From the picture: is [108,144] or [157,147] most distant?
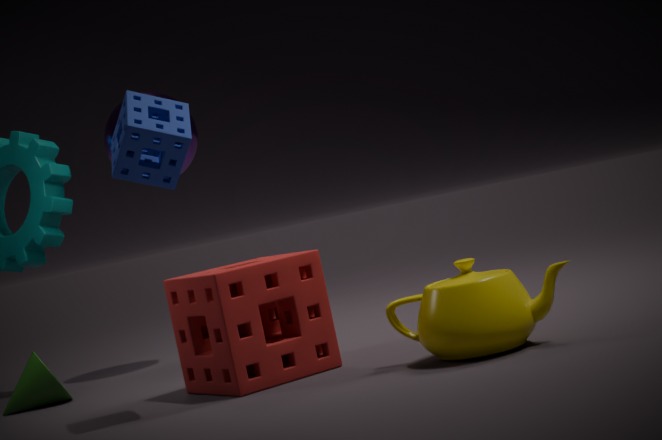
[108,144]
